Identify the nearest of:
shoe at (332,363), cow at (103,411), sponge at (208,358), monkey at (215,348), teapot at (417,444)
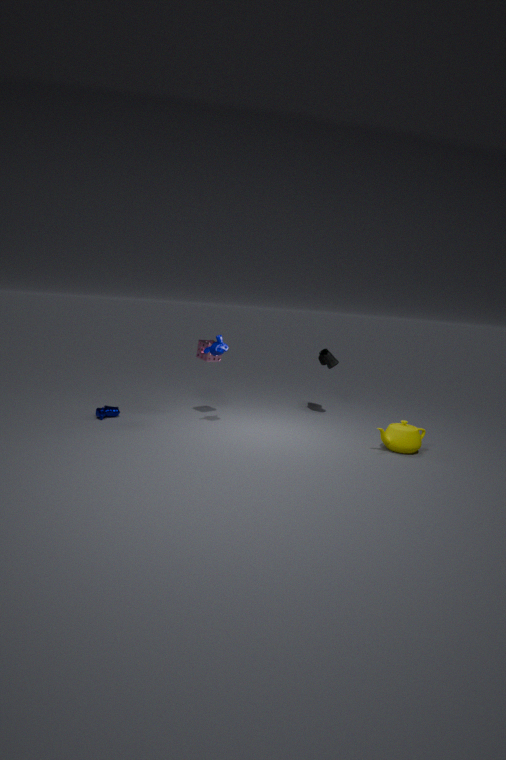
teapot at (417,444)
